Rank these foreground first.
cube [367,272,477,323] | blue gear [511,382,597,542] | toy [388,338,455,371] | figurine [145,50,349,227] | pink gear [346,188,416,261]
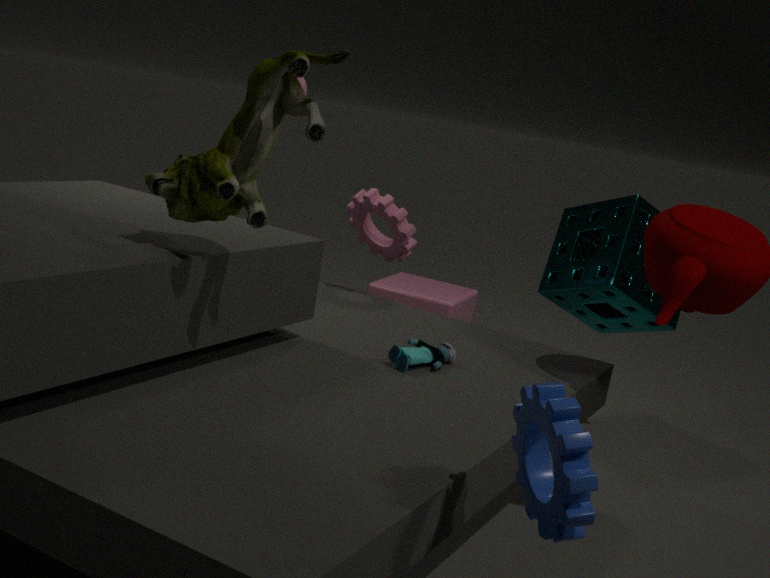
blue gear [511,382,597,542] → figurine [145,50,349,227] → toy [388,338,455,371] → pink gear [346,188,416,261] → cube [367,272,477,323]
